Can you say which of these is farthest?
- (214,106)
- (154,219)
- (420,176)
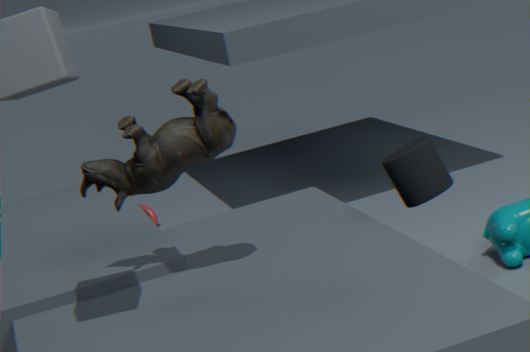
(154,219)
